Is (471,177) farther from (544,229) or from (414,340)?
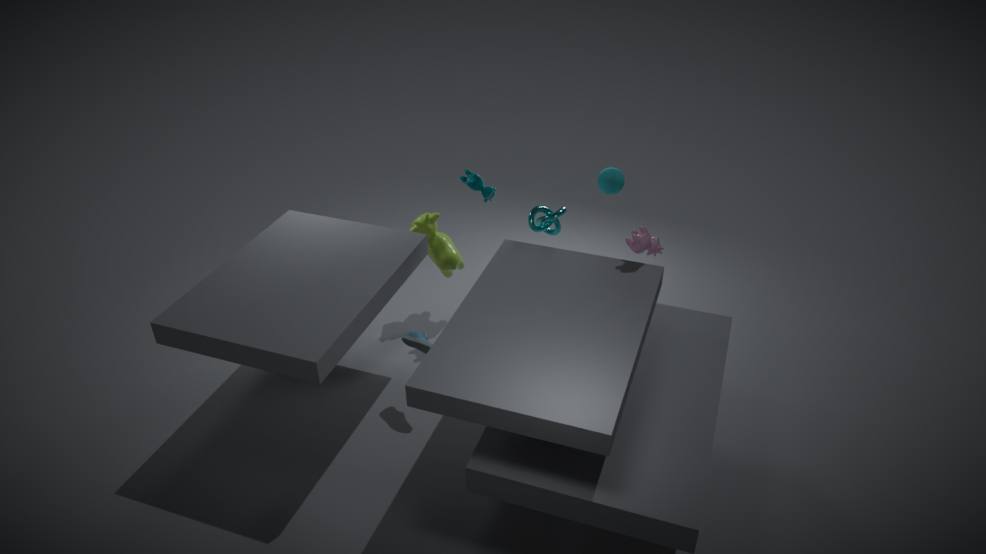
(414,340)
